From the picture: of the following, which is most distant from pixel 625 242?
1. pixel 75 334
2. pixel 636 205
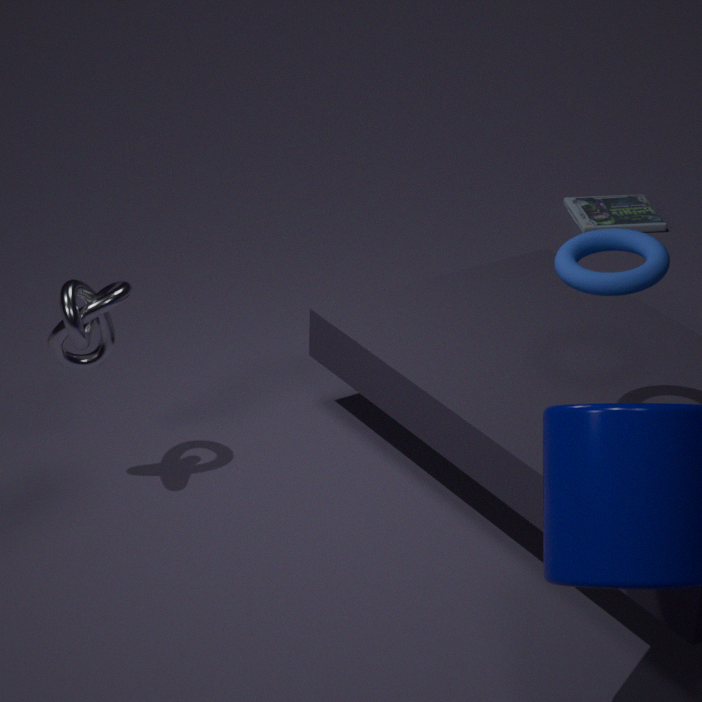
pixel 636 205
